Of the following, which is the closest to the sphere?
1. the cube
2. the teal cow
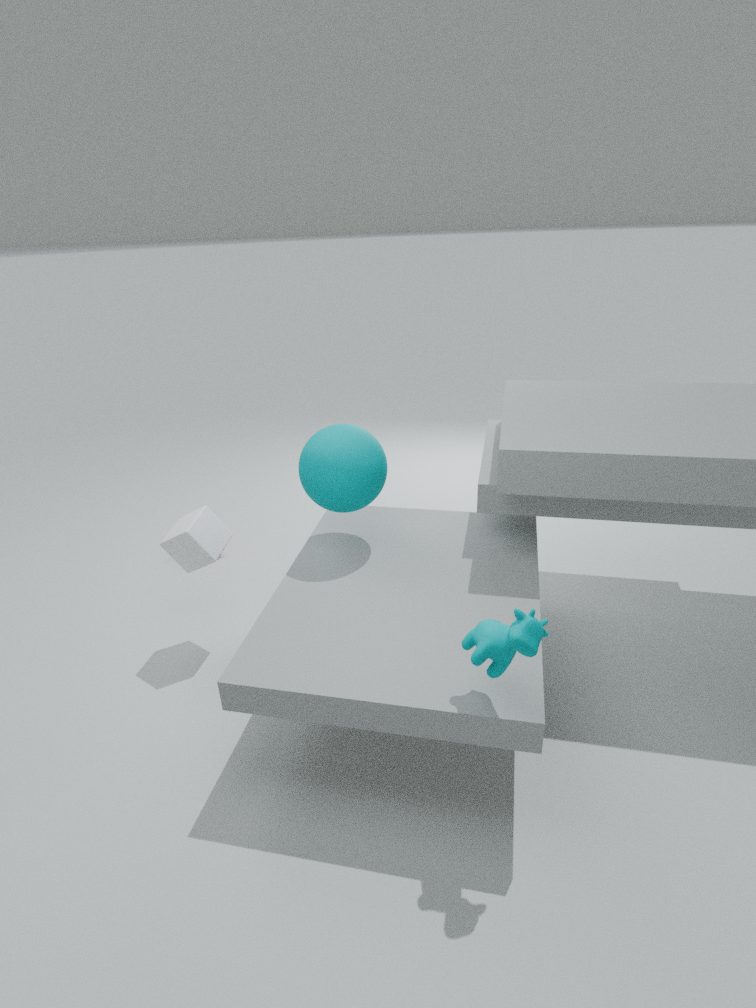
the cube
